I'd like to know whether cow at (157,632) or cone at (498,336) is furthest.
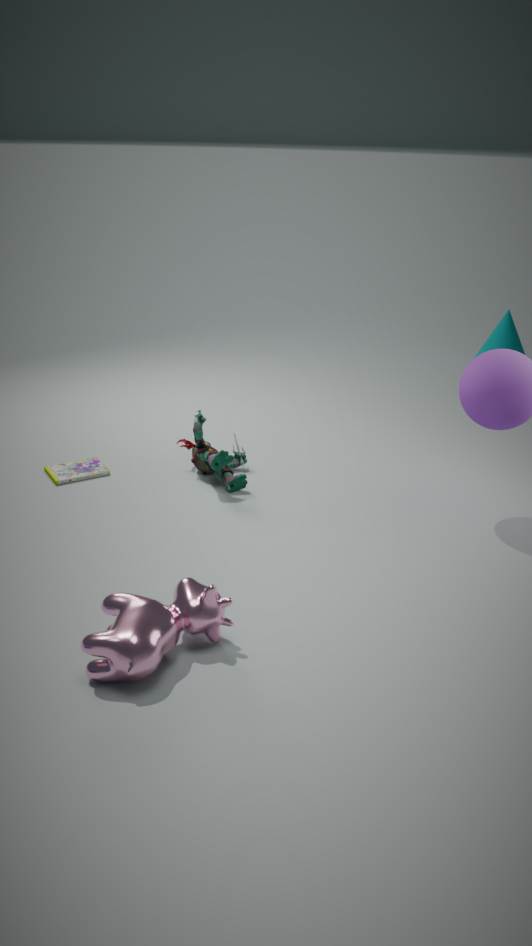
cone at (498,336)
